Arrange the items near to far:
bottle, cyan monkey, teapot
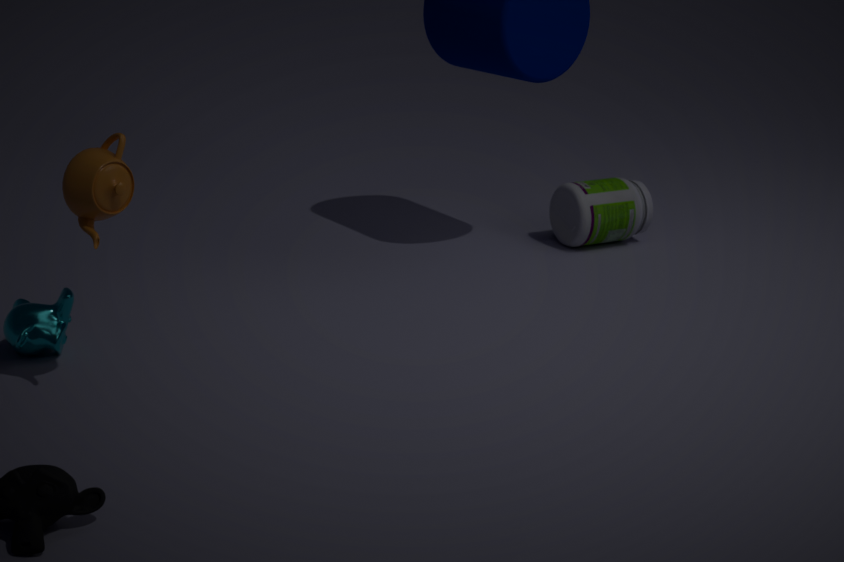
teapot < cyan monkey < bottle
